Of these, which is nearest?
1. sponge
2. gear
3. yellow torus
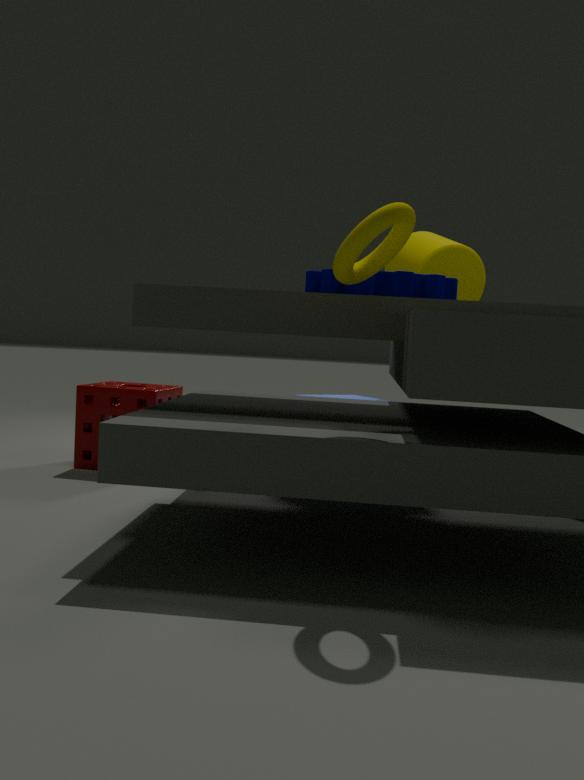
yellow torus
